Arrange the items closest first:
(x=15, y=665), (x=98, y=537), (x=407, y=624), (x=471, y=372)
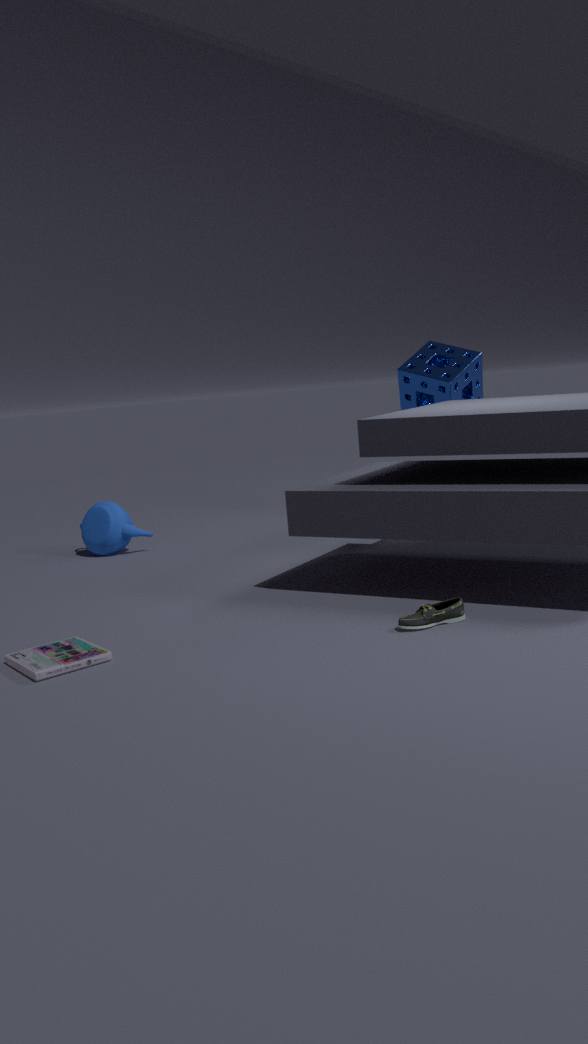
(x=15, y=665), (x=407, y=624), (x=471, y=372), (x=98, y=537)
